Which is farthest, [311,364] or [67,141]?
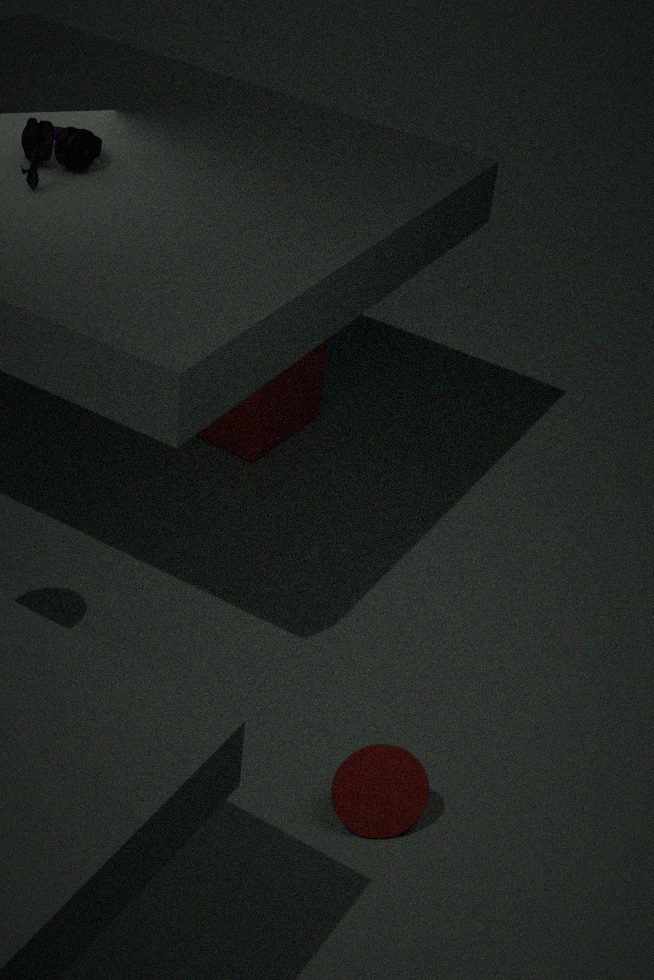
[311,364]
